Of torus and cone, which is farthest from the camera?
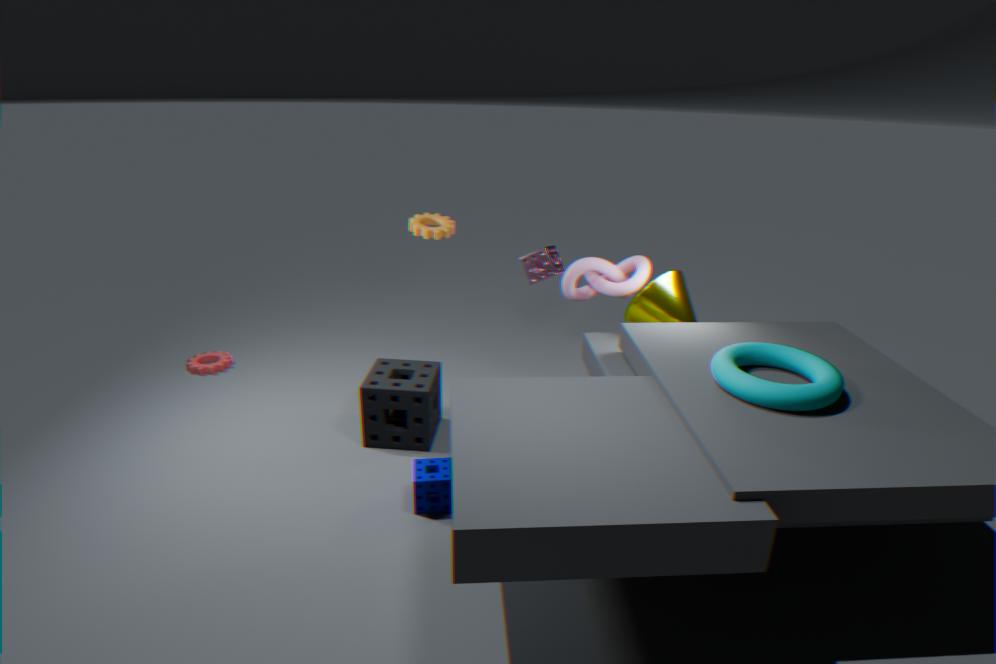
cone
